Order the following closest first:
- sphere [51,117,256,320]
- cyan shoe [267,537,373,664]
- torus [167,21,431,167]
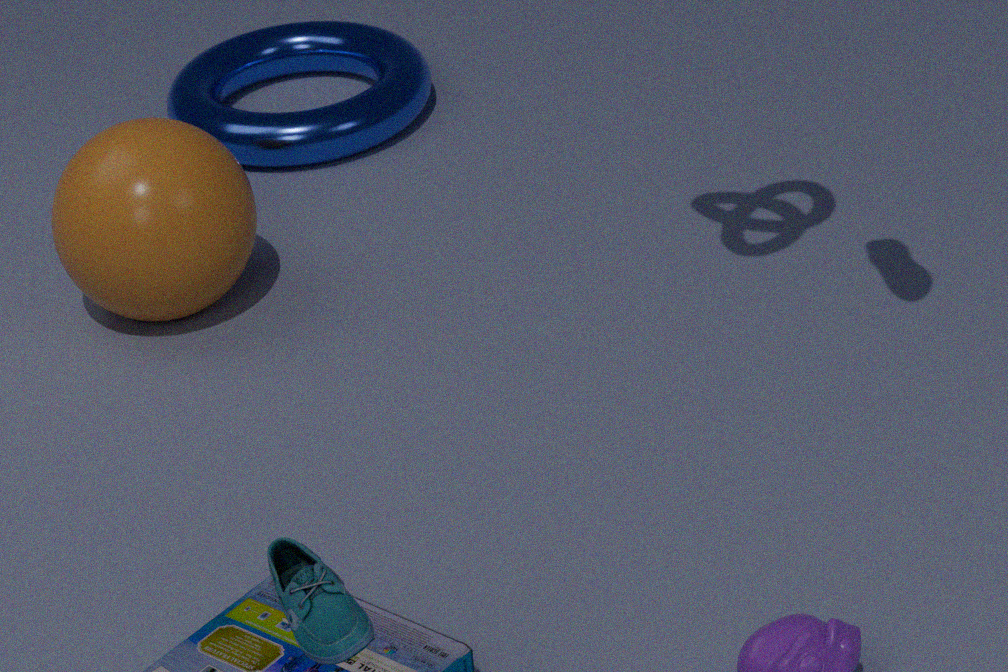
cyan shoe [267,537,373,664] → sphere [51,117,256,320] → torus [167,21,431,167]
